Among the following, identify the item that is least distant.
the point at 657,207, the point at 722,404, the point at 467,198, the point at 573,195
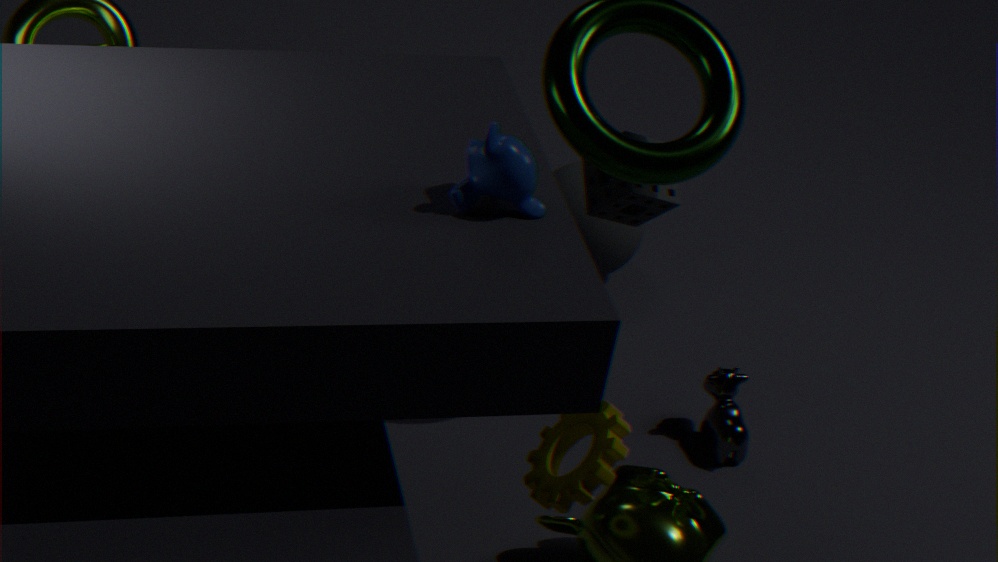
the point at 467,198
